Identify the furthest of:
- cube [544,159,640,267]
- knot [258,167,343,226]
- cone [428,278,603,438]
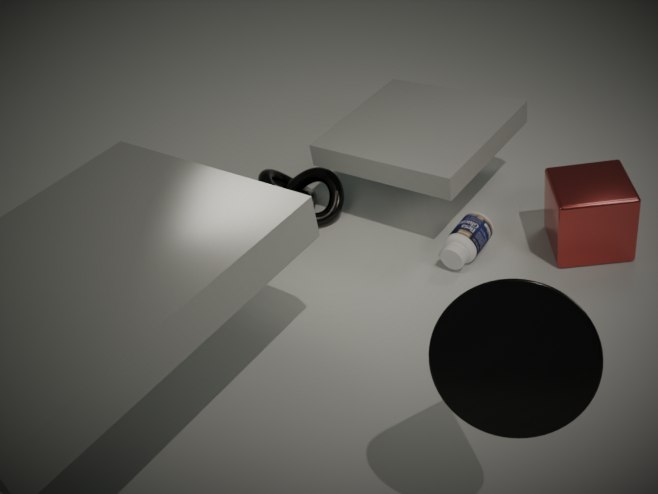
knot [258,167,343,226]
